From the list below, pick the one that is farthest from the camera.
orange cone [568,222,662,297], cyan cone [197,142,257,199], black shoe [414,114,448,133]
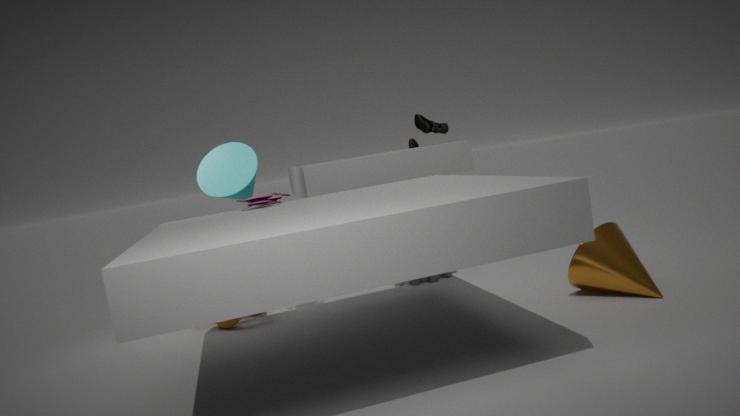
black shoe [414,114,448,133]
